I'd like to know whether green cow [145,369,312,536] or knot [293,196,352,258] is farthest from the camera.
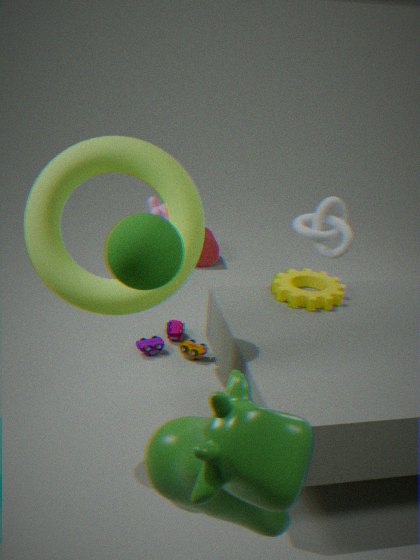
knot [293,196,352,258]
